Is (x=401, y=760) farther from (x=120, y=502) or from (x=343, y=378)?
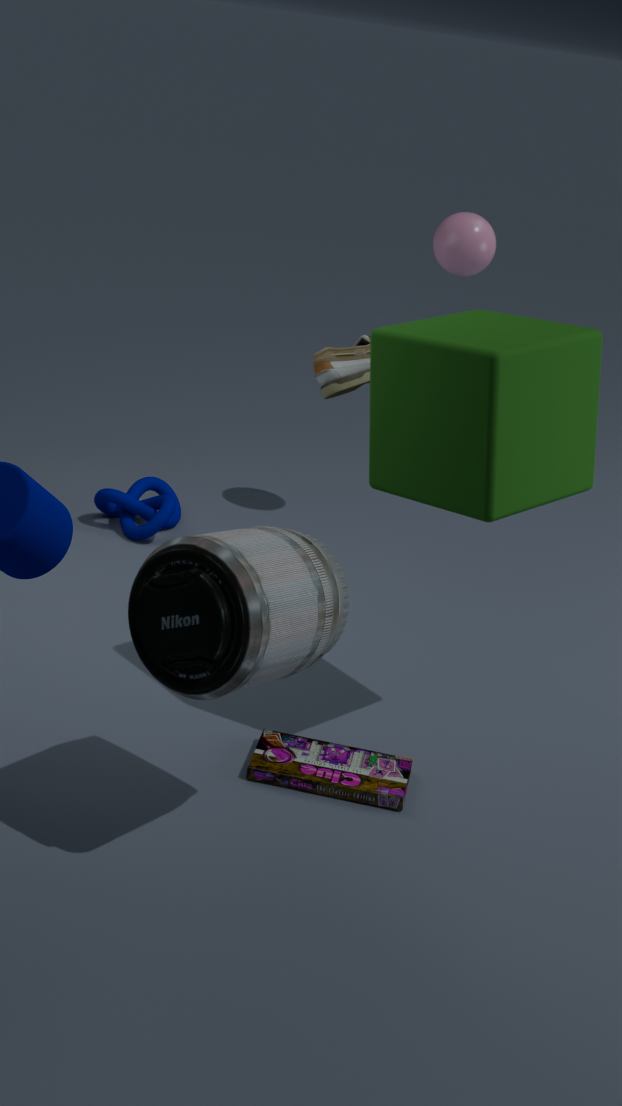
(x=120, y=502)
